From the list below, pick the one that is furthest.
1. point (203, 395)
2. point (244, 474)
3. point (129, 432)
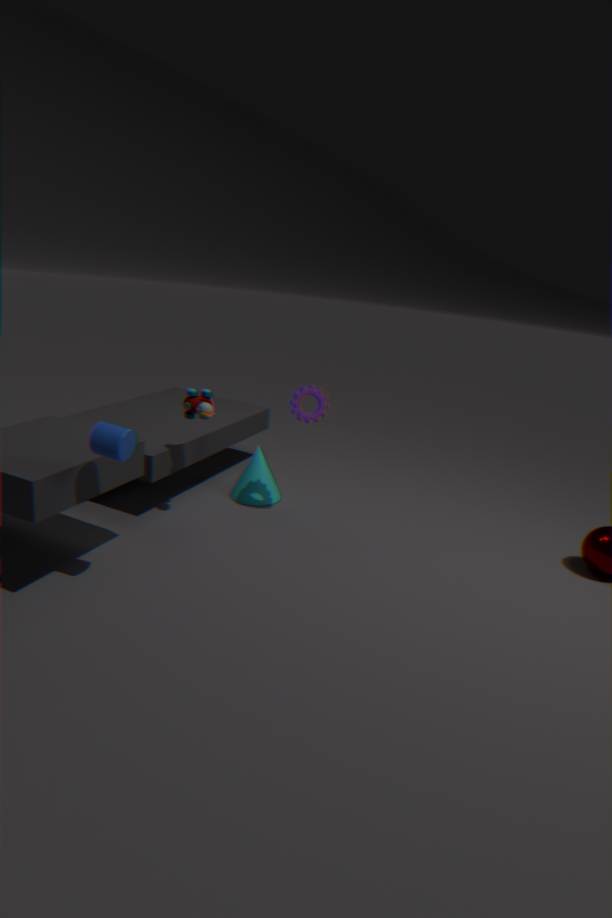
point (244, 474)
